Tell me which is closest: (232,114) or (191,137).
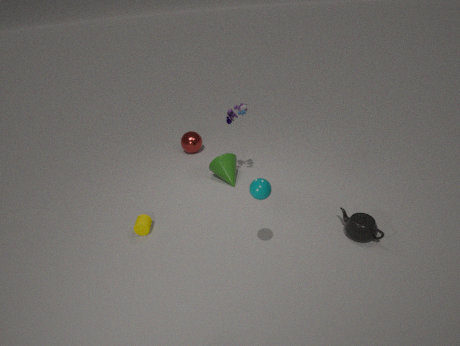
(232,114)
